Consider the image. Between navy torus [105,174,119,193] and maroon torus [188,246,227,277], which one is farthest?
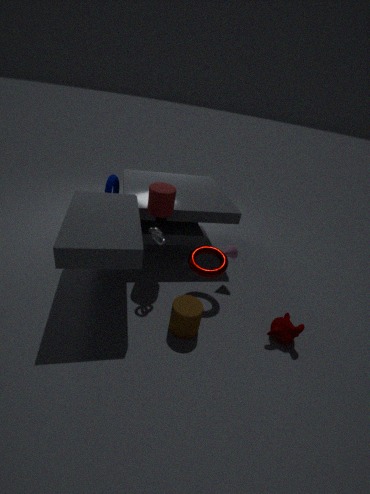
navy torus [105,174,119,193]
